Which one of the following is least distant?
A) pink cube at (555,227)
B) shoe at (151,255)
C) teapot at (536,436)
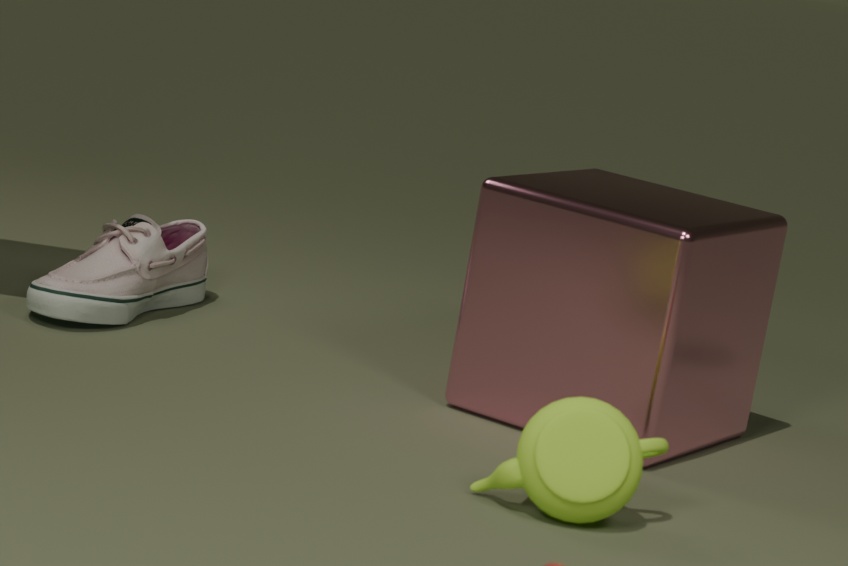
teapot at (536,436)
